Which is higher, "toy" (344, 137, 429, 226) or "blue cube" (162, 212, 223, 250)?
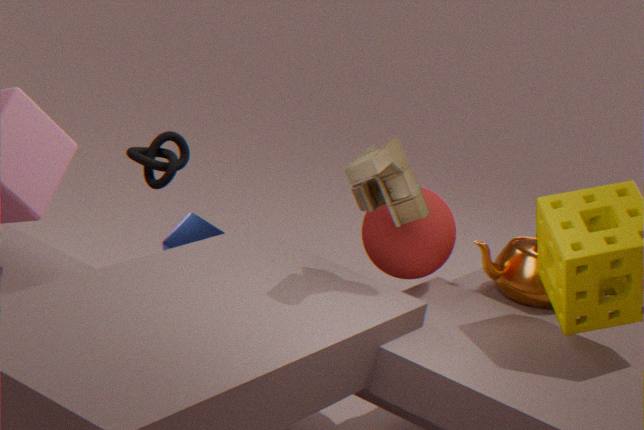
"toy" (344, 137, 429, 226)
